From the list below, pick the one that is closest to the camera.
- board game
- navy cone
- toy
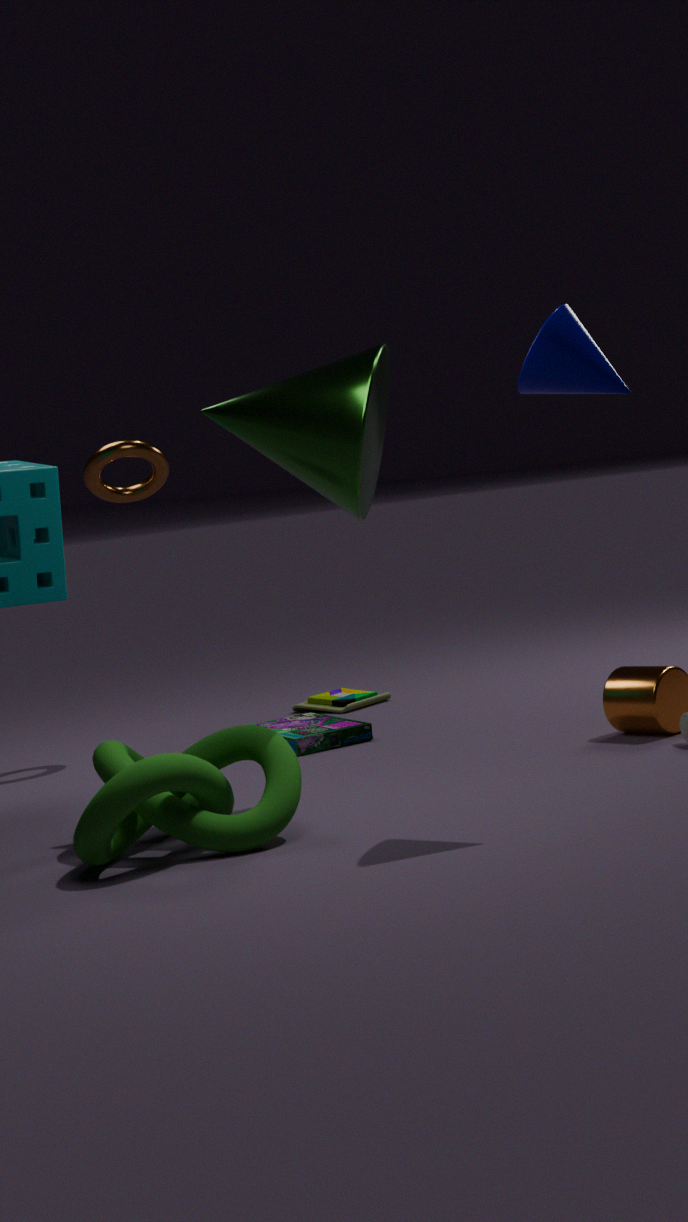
navy cone
